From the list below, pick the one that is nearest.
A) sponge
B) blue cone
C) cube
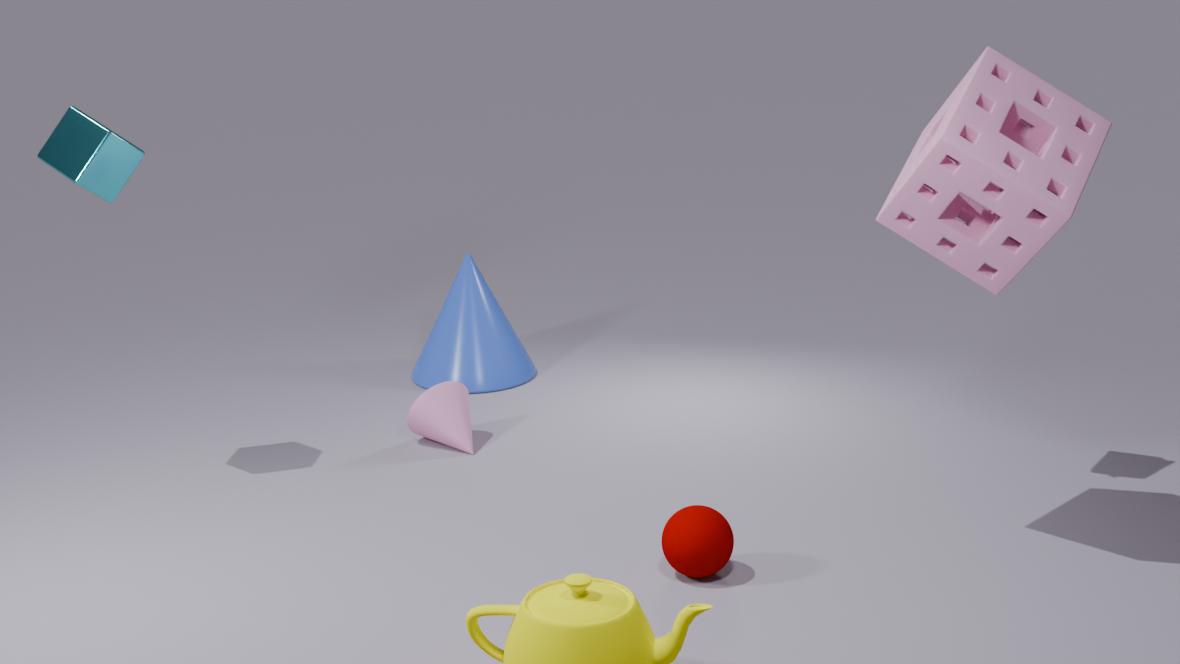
sponge
